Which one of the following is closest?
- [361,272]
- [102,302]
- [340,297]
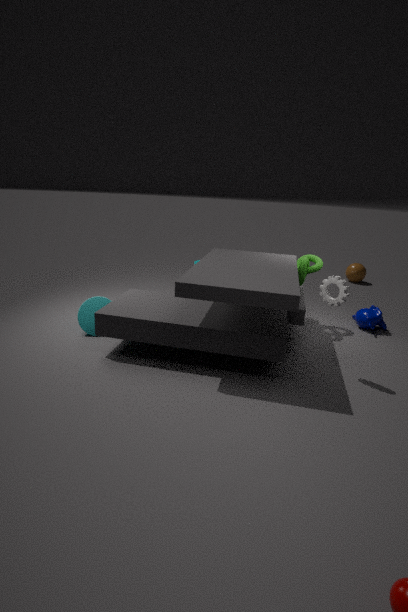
Result: [340,297]
